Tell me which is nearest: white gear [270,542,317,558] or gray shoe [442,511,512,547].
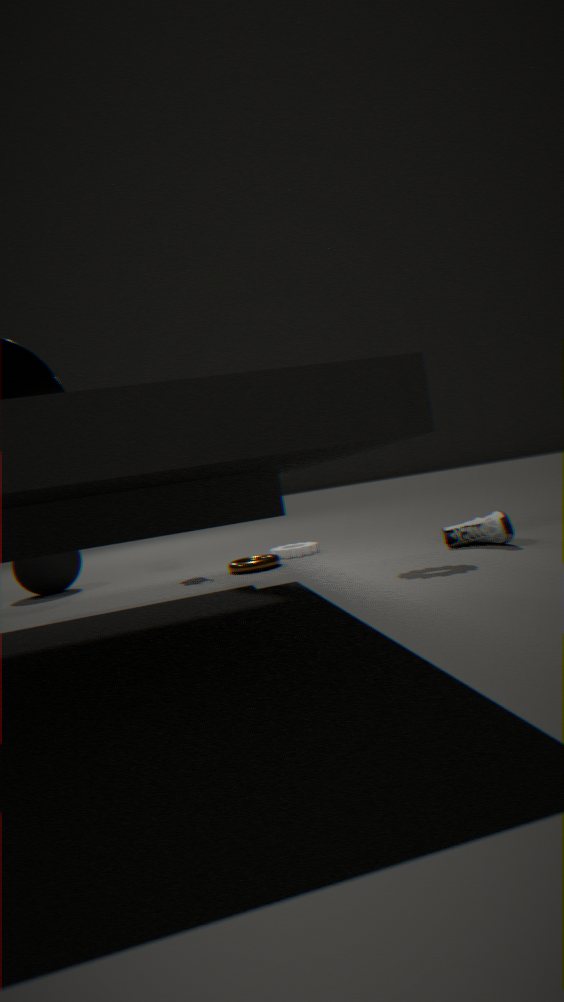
gray shoe [442,511,512,547]
